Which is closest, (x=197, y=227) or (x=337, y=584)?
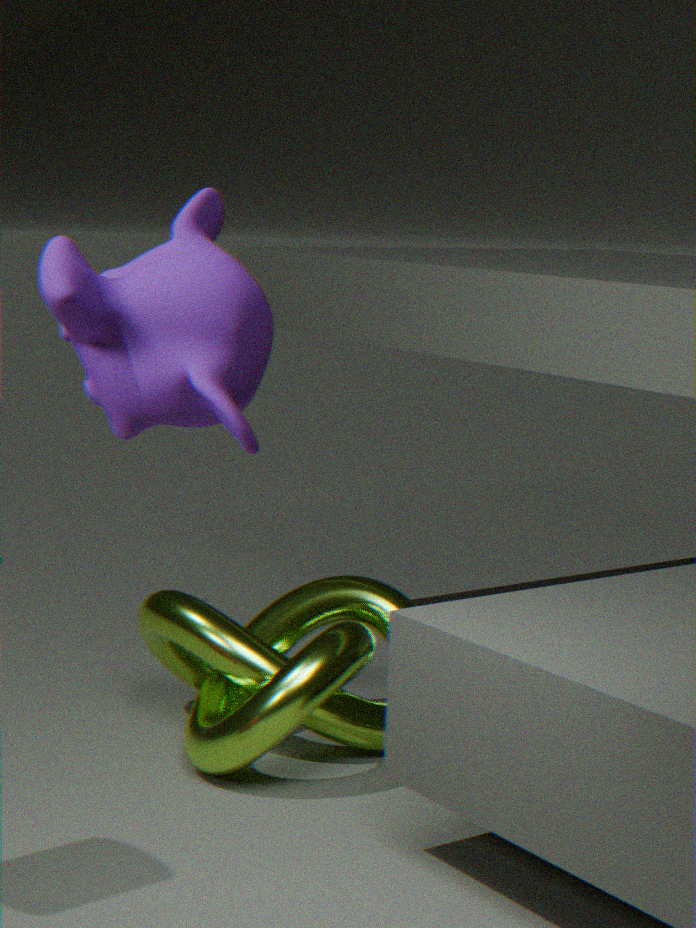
(x=197, y=227)
